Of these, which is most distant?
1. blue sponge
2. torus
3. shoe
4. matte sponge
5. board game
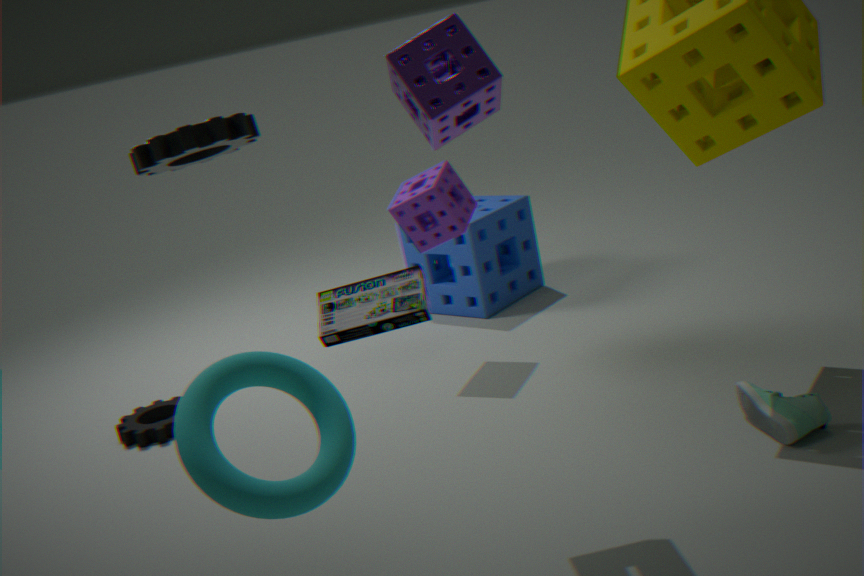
blue sponge
